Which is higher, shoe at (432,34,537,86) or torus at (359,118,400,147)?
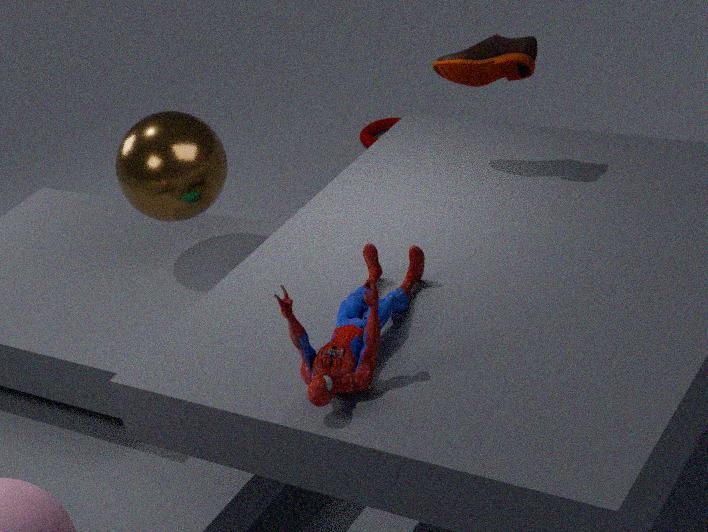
shoe at (432,34,537,86)
